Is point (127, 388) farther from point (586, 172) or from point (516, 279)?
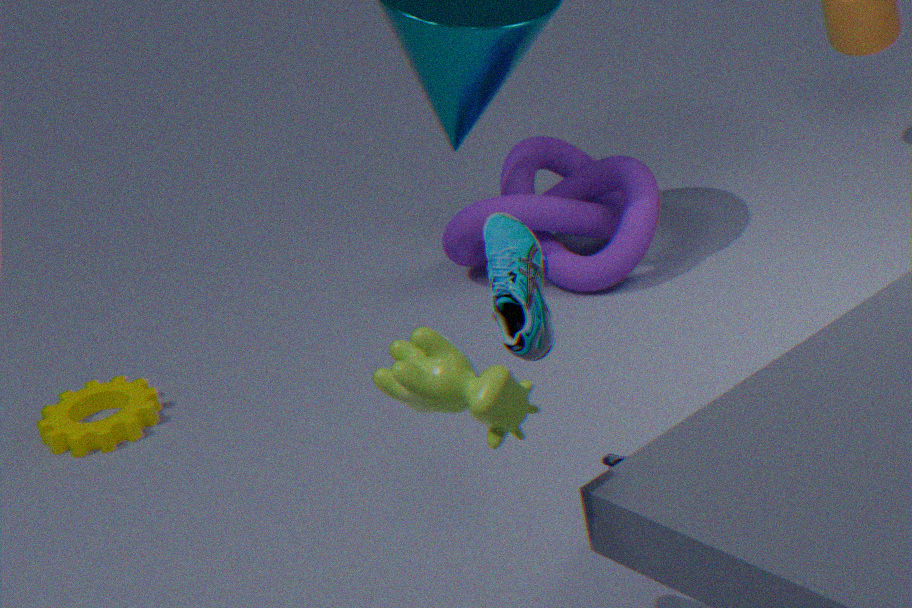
point (516, 279)
